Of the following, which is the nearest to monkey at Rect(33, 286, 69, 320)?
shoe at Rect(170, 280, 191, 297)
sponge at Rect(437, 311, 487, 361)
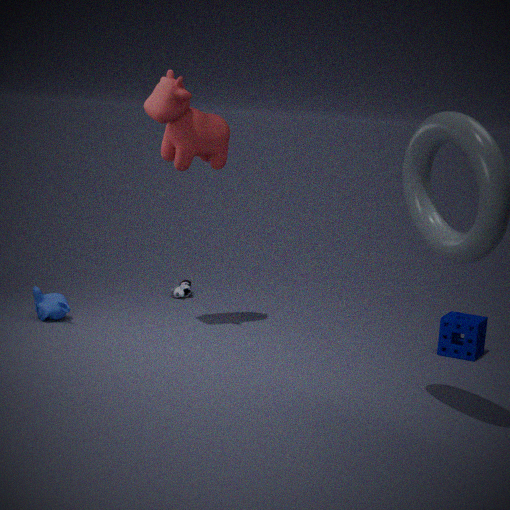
shoe at Rect(170, 280, 191, 297)
